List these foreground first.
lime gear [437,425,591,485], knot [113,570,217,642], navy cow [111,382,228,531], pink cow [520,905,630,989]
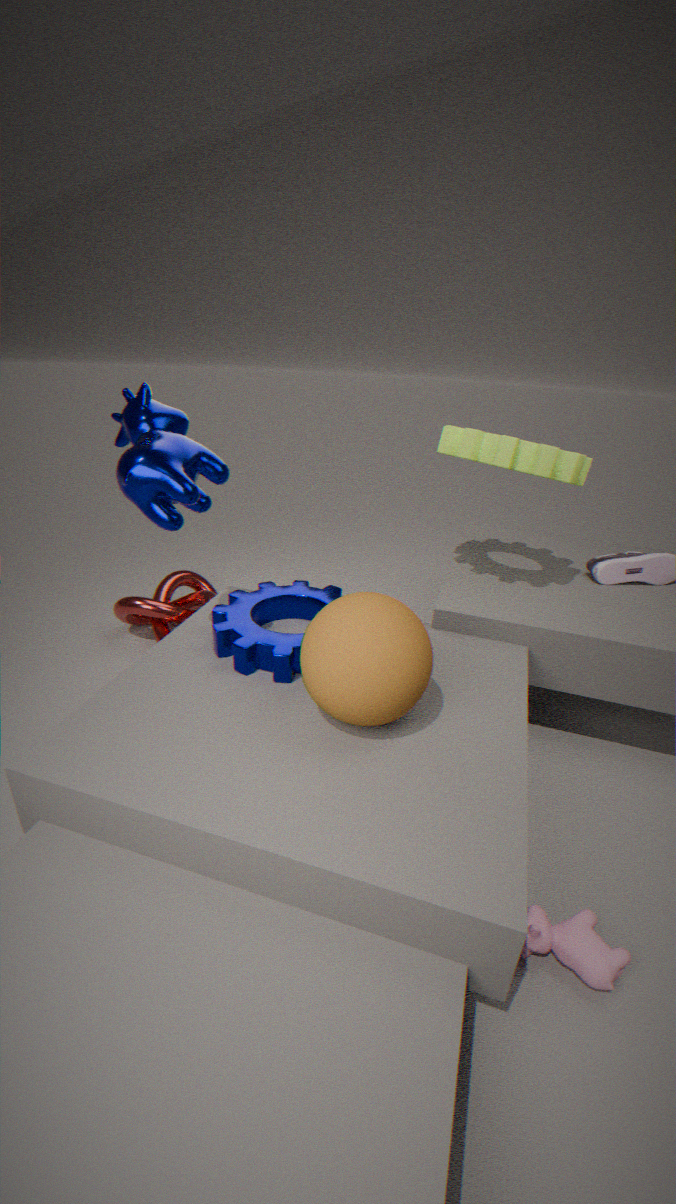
pink cow [520,905,630,989], navy cow [111,382,228,531], lime gear [437,425,591,485], knot [113,570,217,642]
